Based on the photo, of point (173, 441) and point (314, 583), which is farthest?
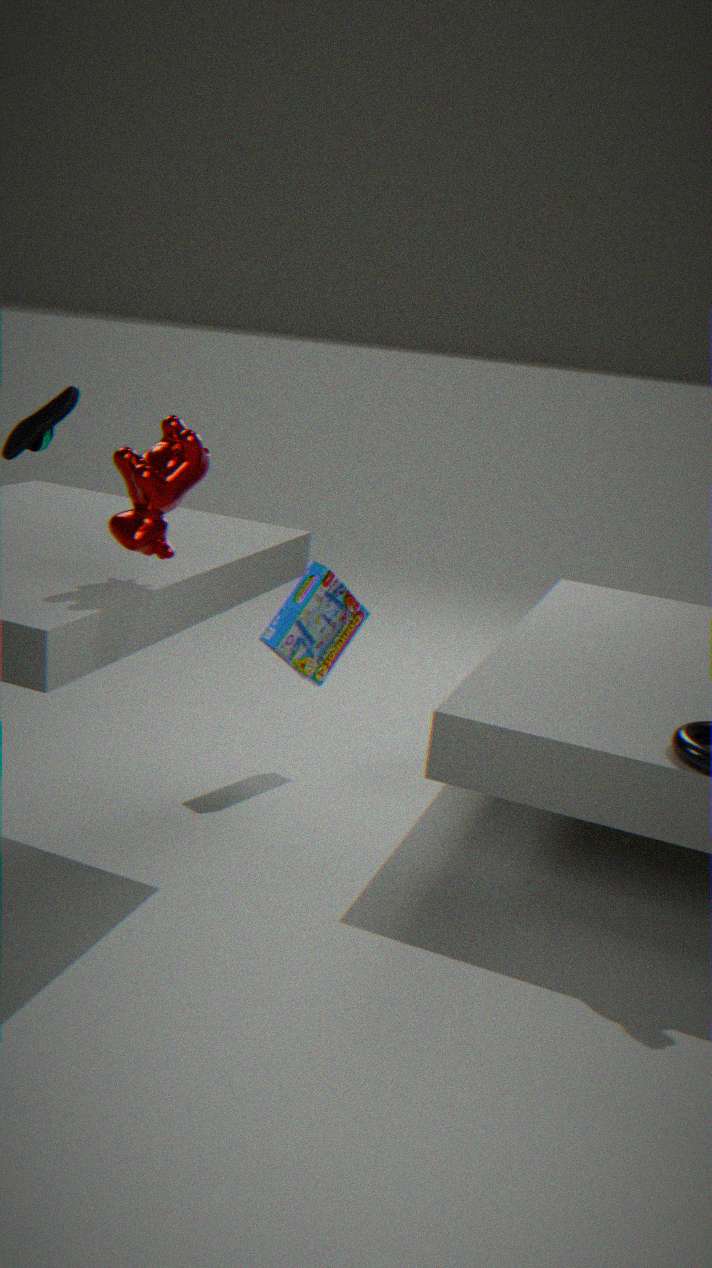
point (314, 583)
